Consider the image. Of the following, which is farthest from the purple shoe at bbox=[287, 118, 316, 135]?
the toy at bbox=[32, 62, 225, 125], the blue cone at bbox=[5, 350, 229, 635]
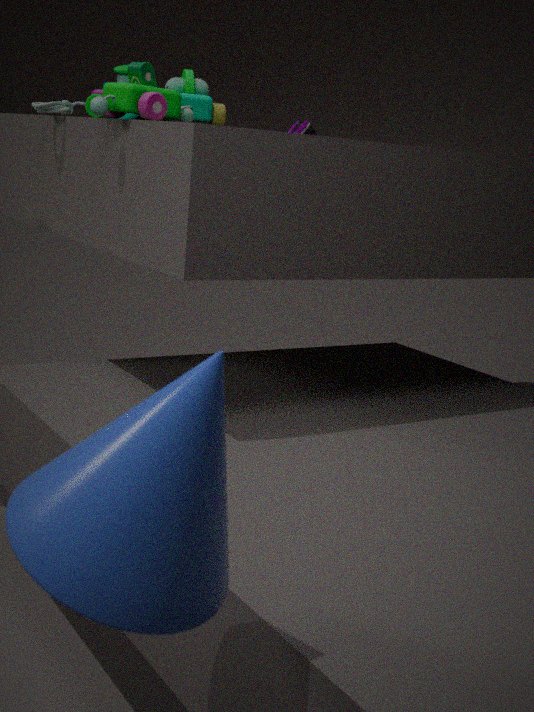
the blue cone at bbox=[5, 350, 229, 635]
